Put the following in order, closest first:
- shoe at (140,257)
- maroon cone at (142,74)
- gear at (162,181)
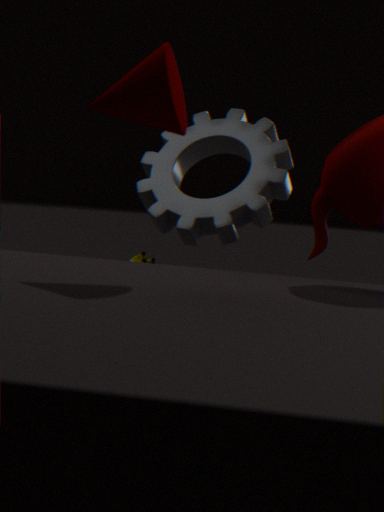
maroon cone at (142,74) → gear at (162,181) → shoe at (140,257)
